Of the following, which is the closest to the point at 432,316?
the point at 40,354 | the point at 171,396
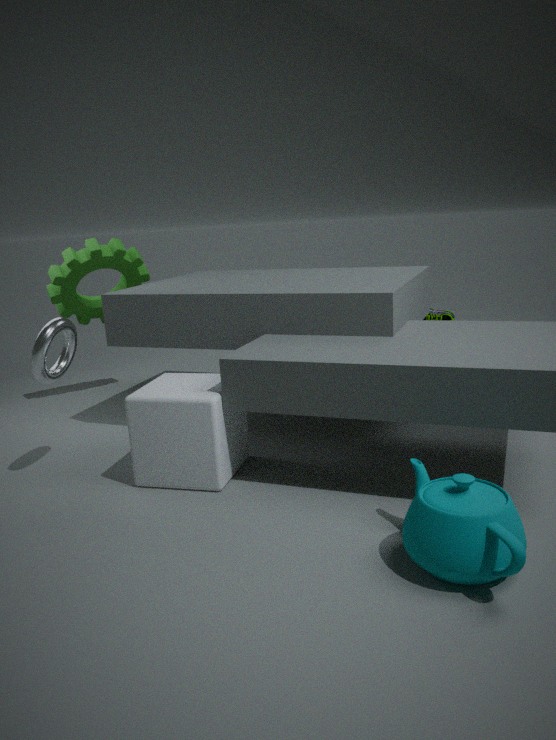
the point at 171,396
